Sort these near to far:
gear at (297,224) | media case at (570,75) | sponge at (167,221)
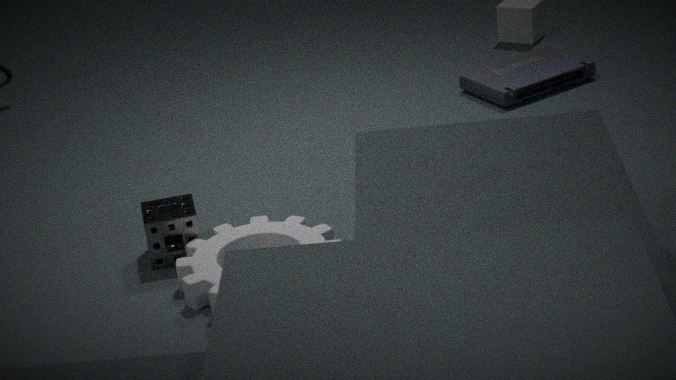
gear at (297,224)
sponge at (167,221)
media case at (570,75)
